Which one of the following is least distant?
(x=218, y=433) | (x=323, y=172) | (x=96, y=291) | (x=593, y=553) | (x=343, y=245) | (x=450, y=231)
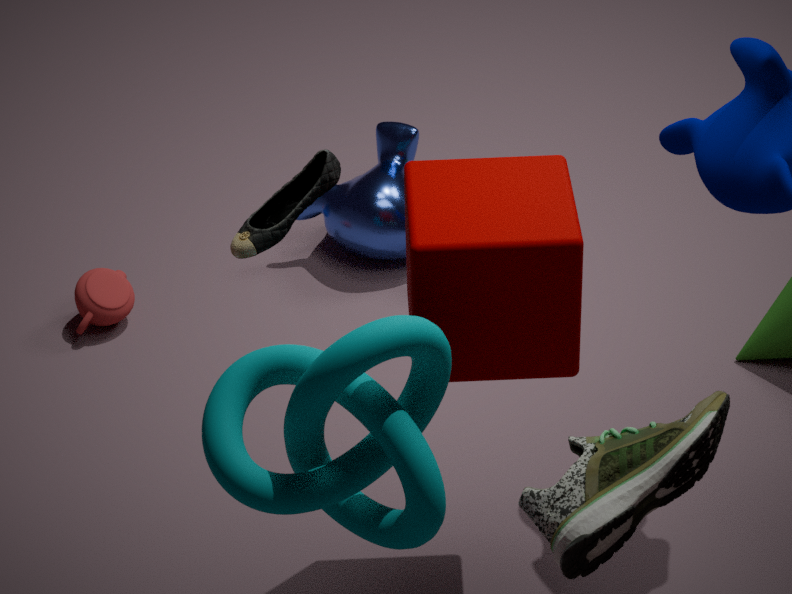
(x=593, y=553)
